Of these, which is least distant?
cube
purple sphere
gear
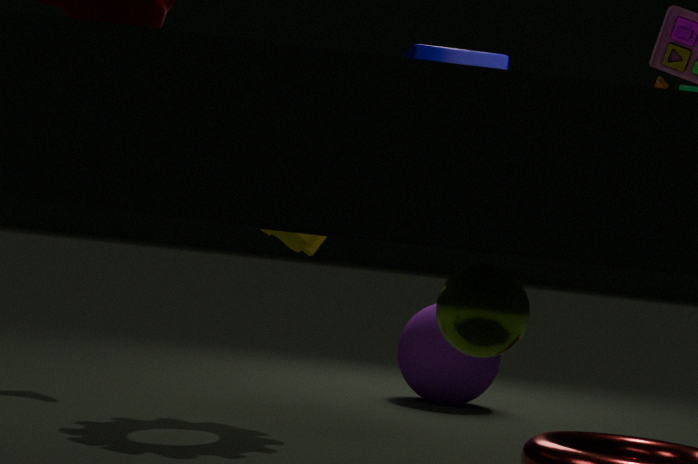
cube
